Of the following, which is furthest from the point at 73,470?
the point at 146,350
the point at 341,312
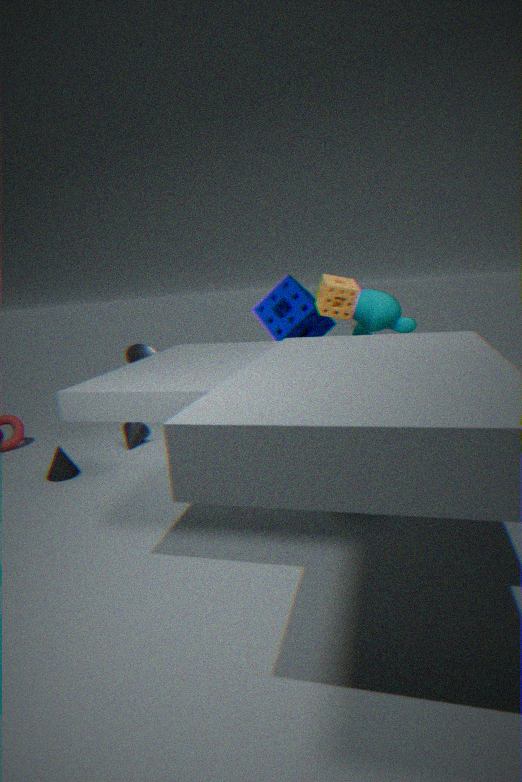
the point at 341,312
